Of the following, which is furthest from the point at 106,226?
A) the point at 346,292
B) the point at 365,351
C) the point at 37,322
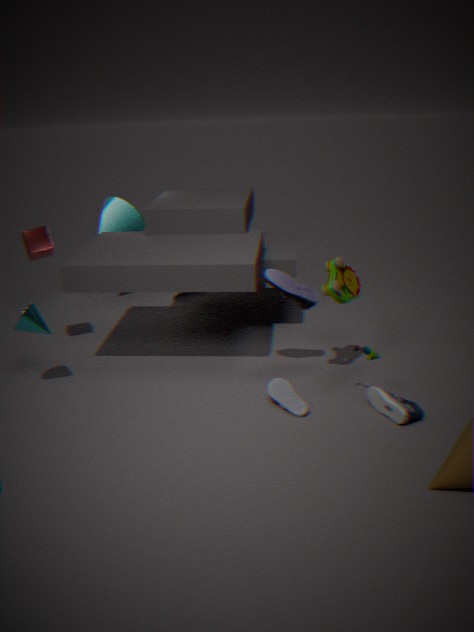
the point at 365,351
